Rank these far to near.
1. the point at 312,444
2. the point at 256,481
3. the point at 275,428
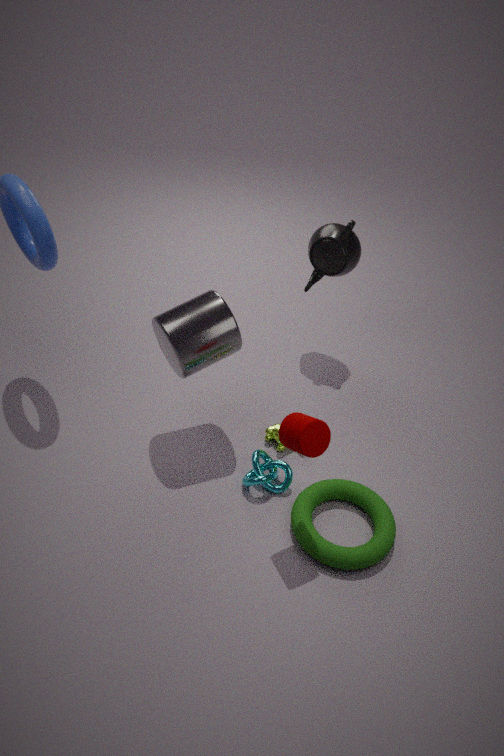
the point at 275,428 < the point at 256,481 < the point at 312,444
